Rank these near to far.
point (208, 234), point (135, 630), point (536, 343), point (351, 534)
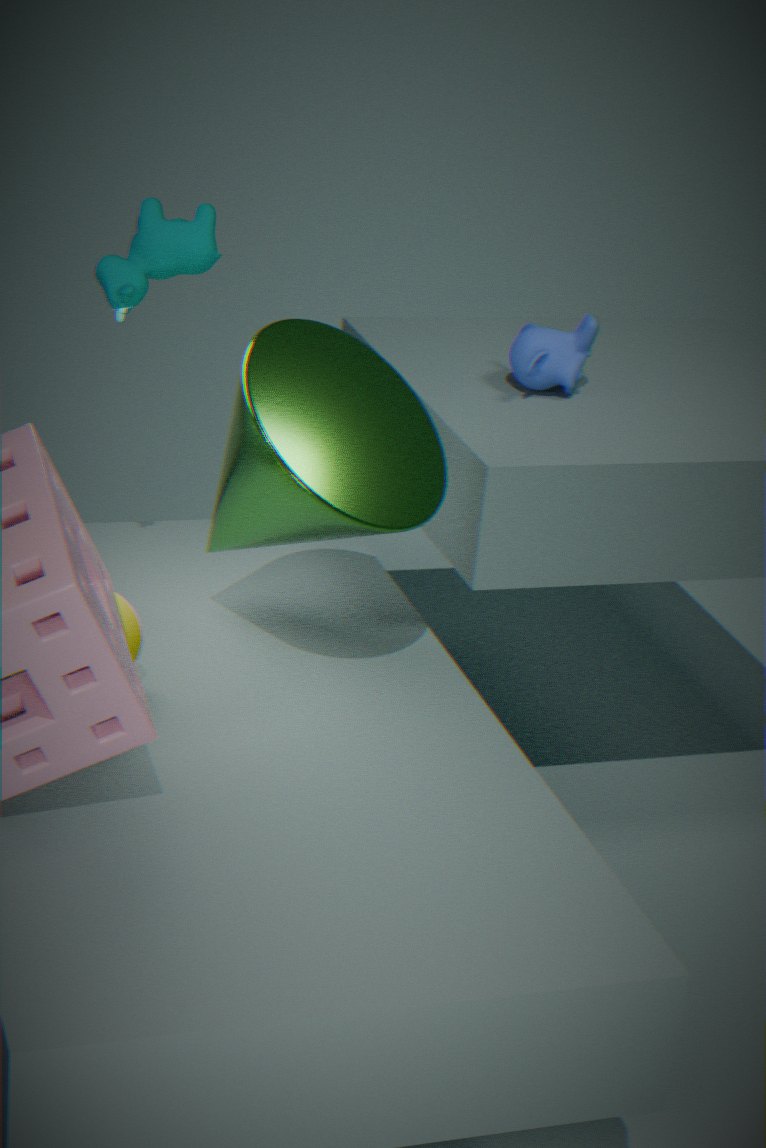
1. point (135, 630)
2. point (351, 534)
3. point (208, 234)
4. point (536, 343)
